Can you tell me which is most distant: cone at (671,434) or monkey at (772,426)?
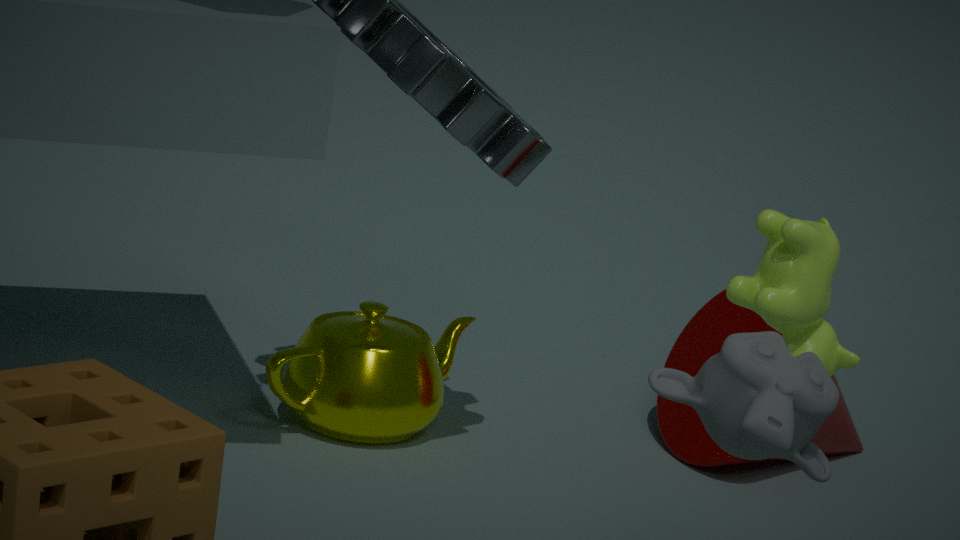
cone at (671,434)
